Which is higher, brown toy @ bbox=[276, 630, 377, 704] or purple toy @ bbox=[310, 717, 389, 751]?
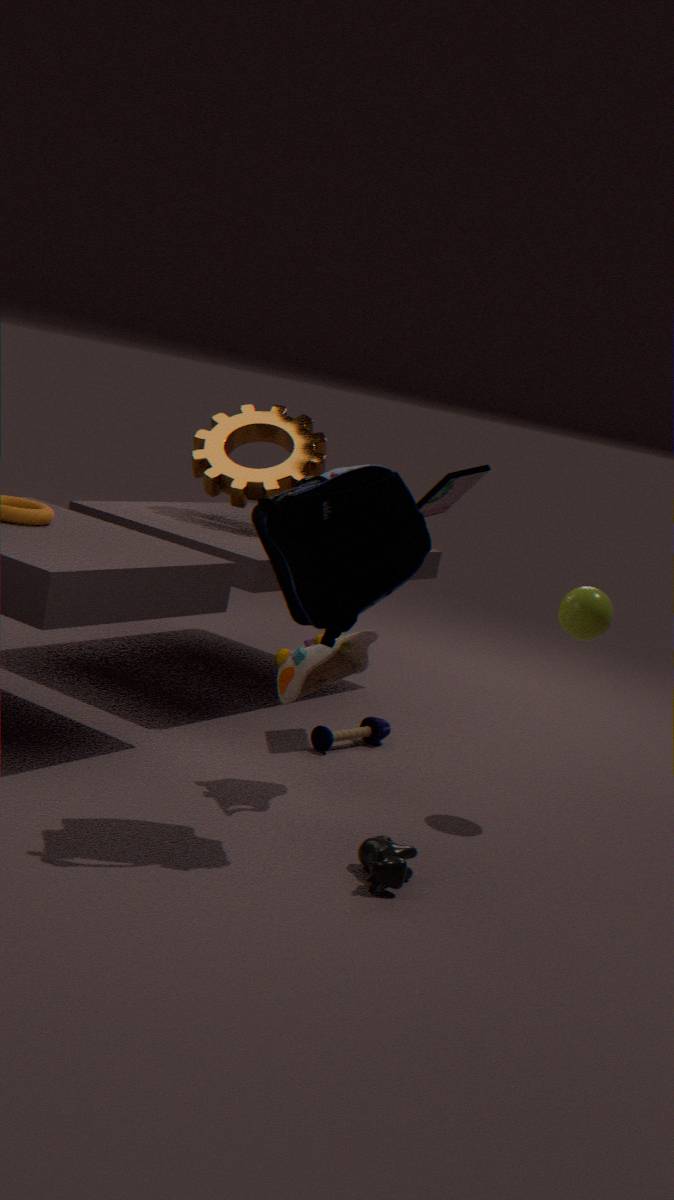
brown toy @ bbox=[276, 630, 377, 704]
